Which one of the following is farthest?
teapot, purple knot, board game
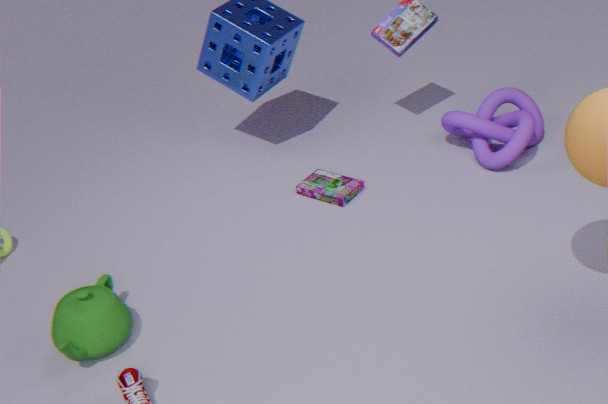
board game
